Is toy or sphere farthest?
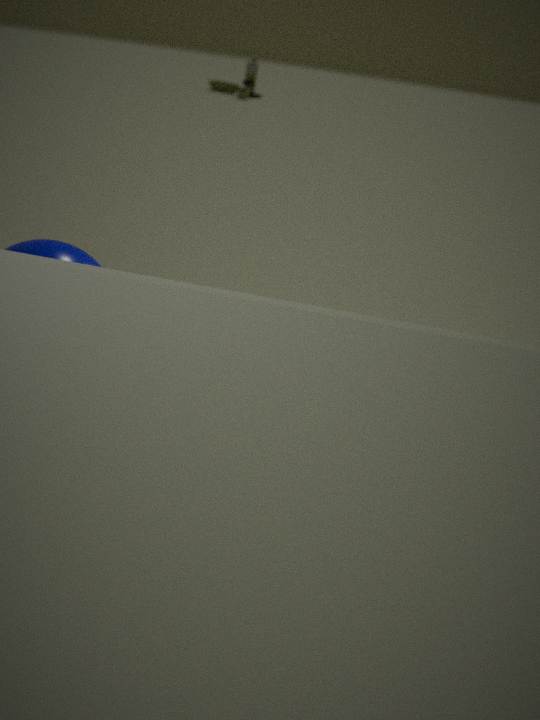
toy
